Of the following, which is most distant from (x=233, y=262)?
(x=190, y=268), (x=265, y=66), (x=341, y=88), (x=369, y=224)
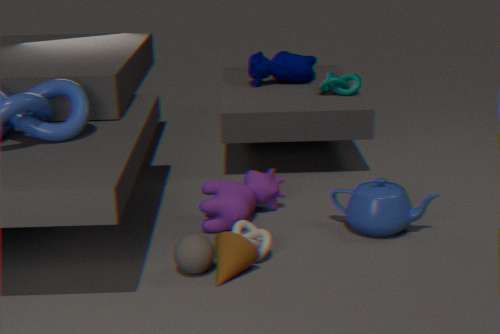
(x=265, y=66)
